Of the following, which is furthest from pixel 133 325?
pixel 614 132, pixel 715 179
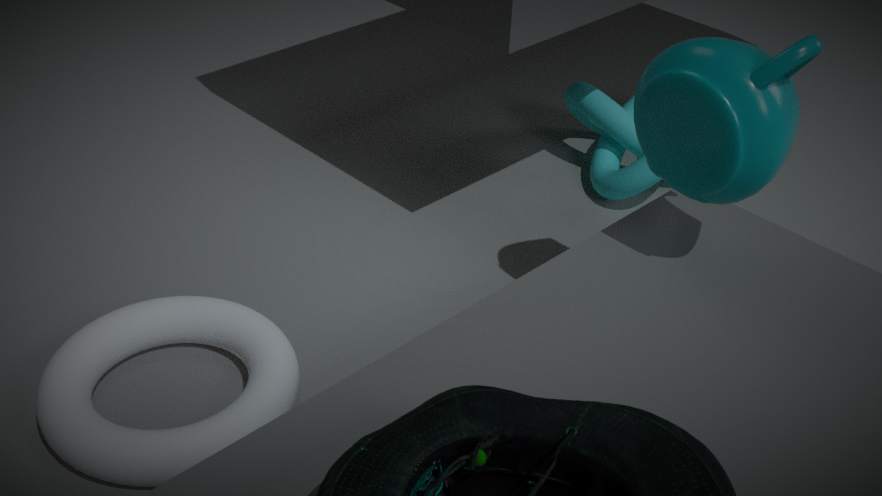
pixel 614 132
